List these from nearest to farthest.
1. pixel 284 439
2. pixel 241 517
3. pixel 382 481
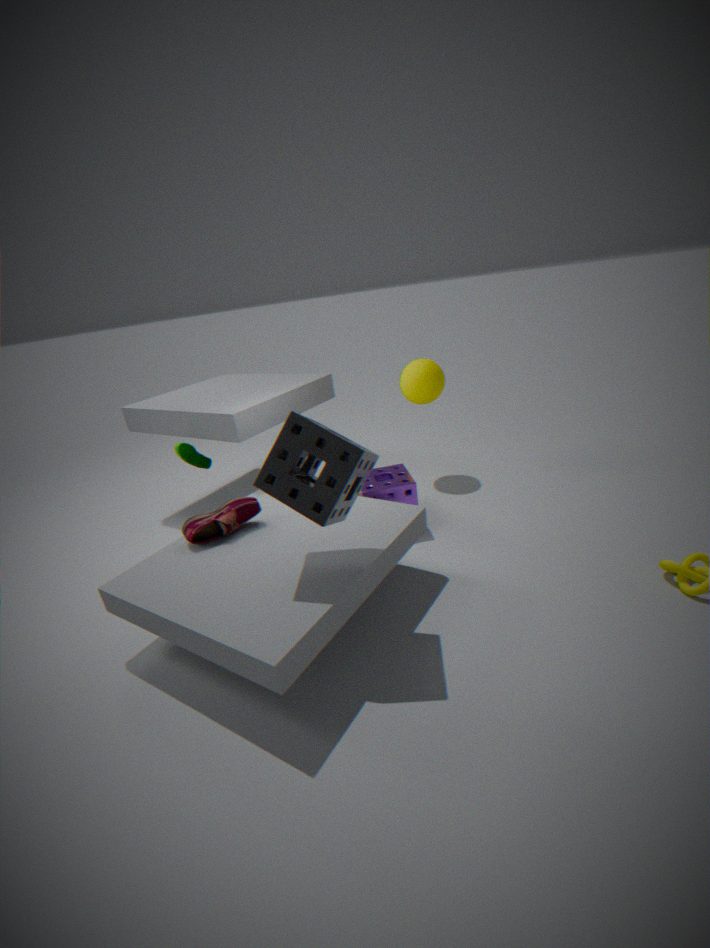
1. pixel 284 439
2. pixel 241 517
3. pixel 382 481
